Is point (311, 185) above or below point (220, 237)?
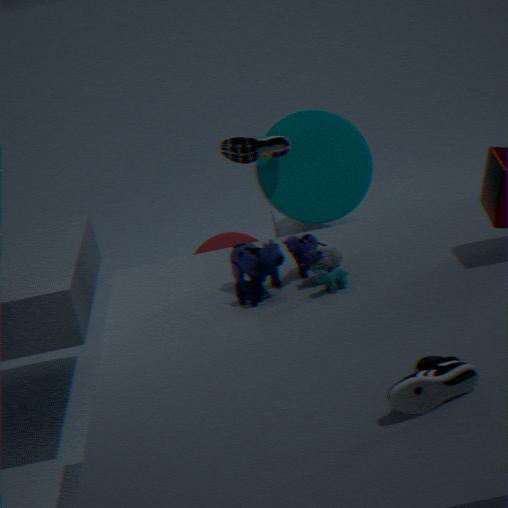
above
